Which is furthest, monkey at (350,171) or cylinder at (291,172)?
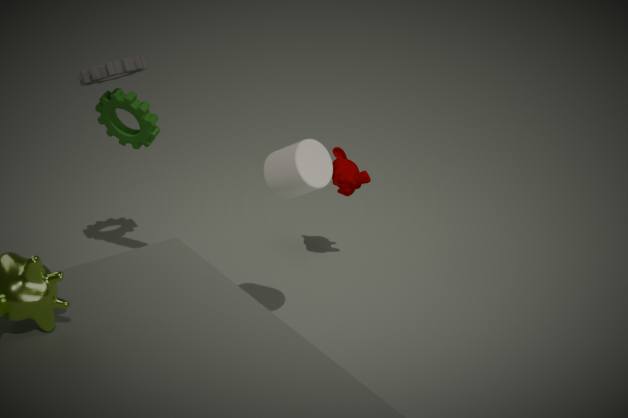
monkey at (350,171)
